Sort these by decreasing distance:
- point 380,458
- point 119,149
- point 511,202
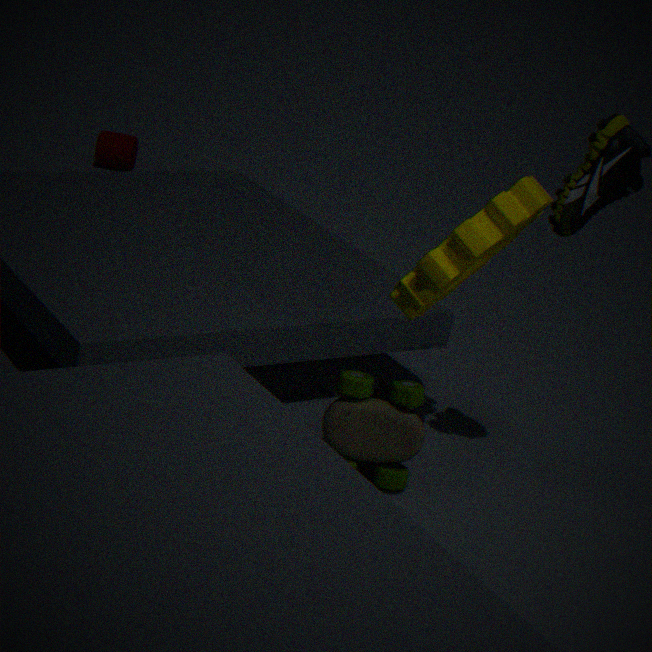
point 119,149
point 380,458
point 511,202
